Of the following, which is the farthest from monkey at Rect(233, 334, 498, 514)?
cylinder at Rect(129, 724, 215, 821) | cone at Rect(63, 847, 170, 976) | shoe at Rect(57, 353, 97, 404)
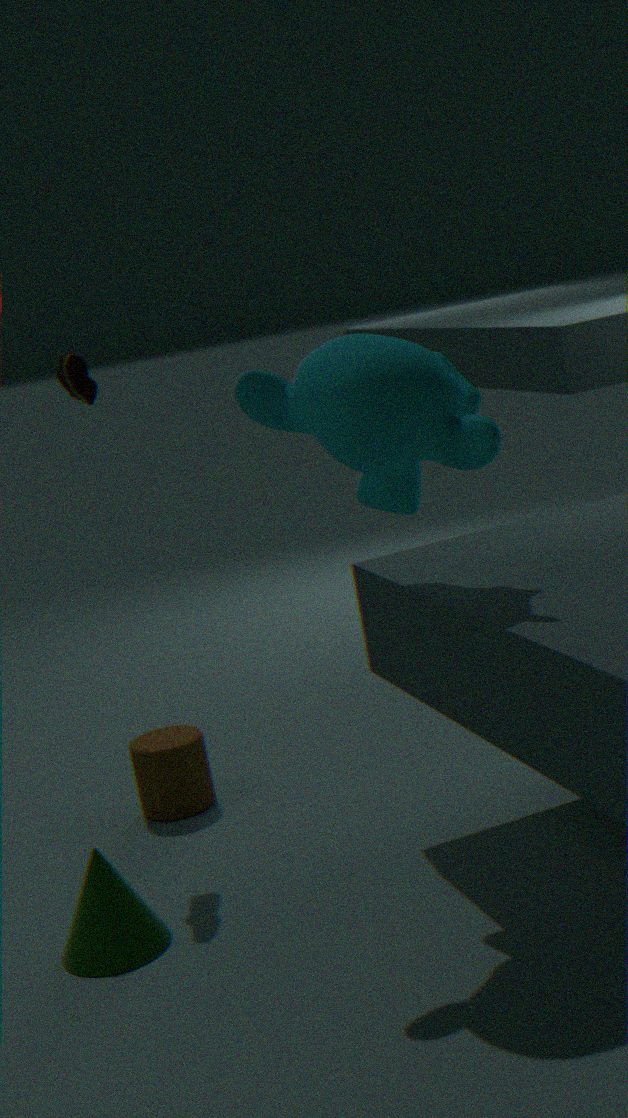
cylinder at Rect(129, 724, 215, 821)
